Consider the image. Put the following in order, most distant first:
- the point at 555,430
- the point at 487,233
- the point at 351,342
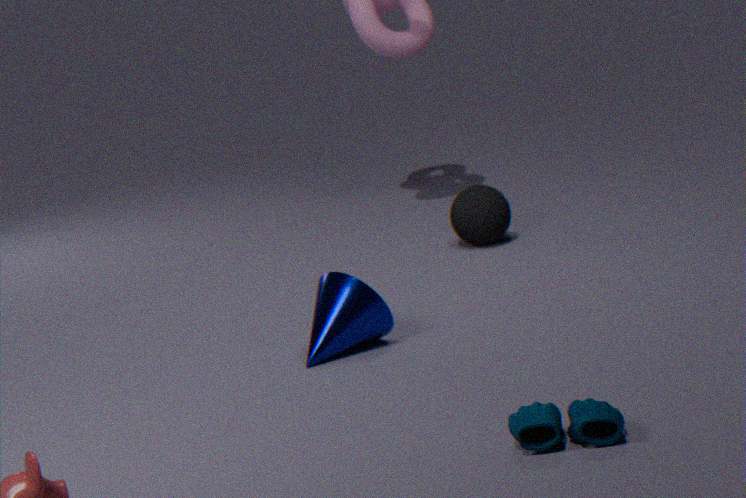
the point at 487,233
the point at 351,342
the point at 555,430
